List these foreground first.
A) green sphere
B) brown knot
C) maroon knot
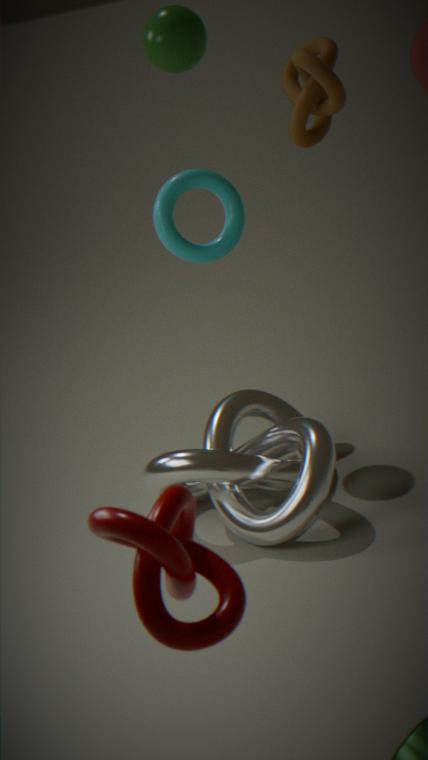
1. maroon knot
2. brown knot
3. green sphere
